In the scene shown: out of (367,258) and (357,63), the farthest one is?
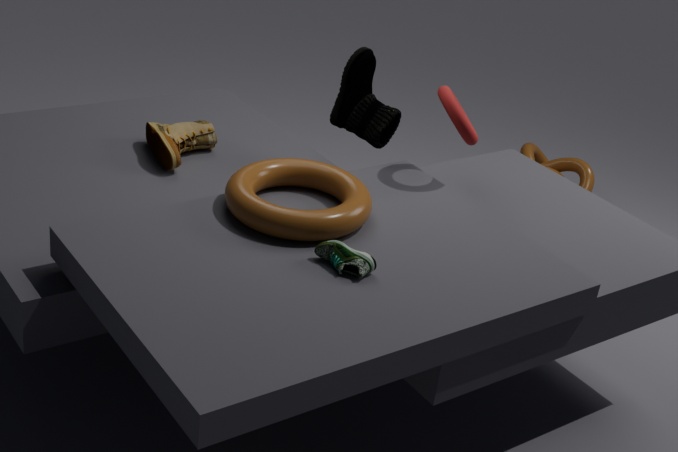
(357,63)
